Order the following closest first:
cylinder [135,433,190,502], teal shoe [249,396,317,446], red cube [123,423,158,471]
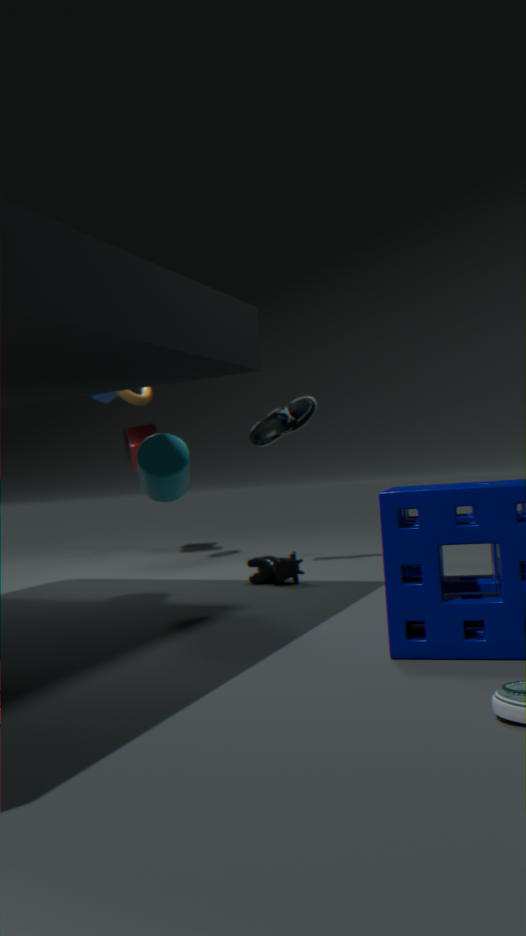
cylinder [135,433,190,502], teal shoe [249,396,317,446], red cube [123,423,158,471]
